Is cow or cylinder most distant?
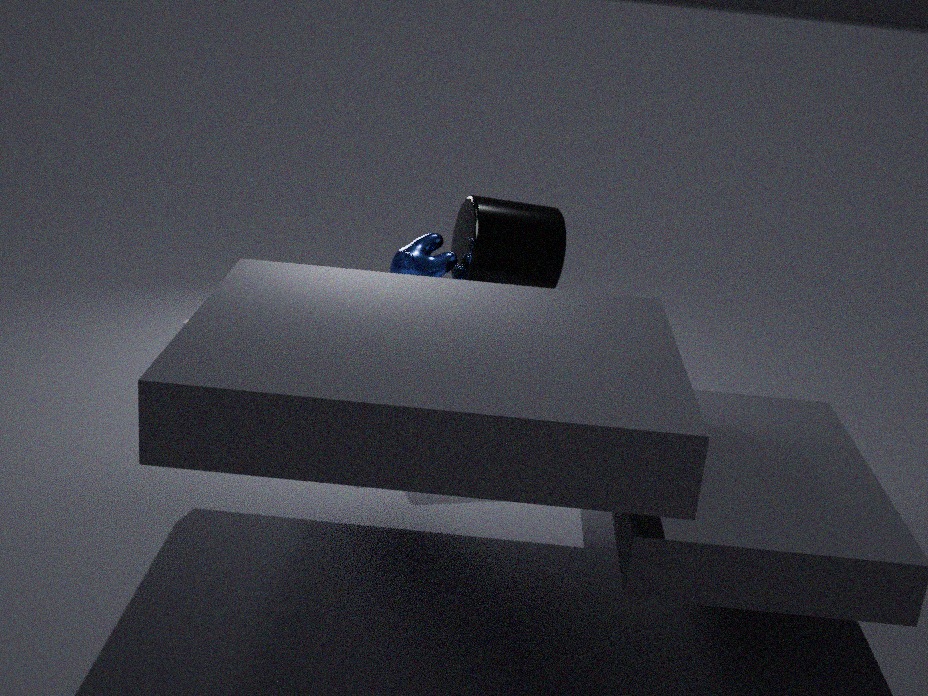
cow
